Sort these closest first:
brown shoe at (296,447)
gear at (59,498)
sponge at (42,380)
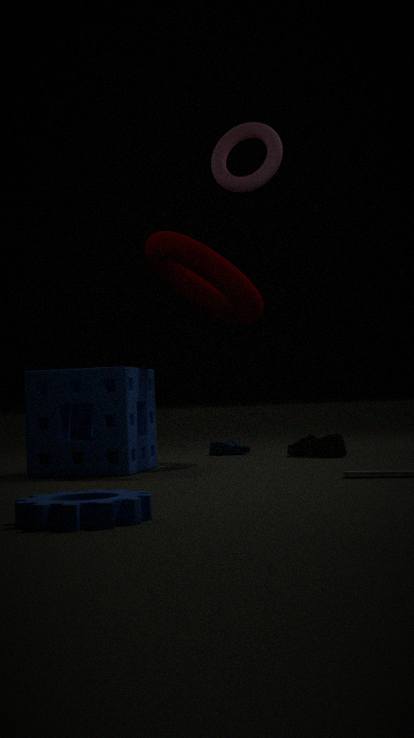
gear at (59,498) < sponge at (42,380) < brown shoe at (296,447)
